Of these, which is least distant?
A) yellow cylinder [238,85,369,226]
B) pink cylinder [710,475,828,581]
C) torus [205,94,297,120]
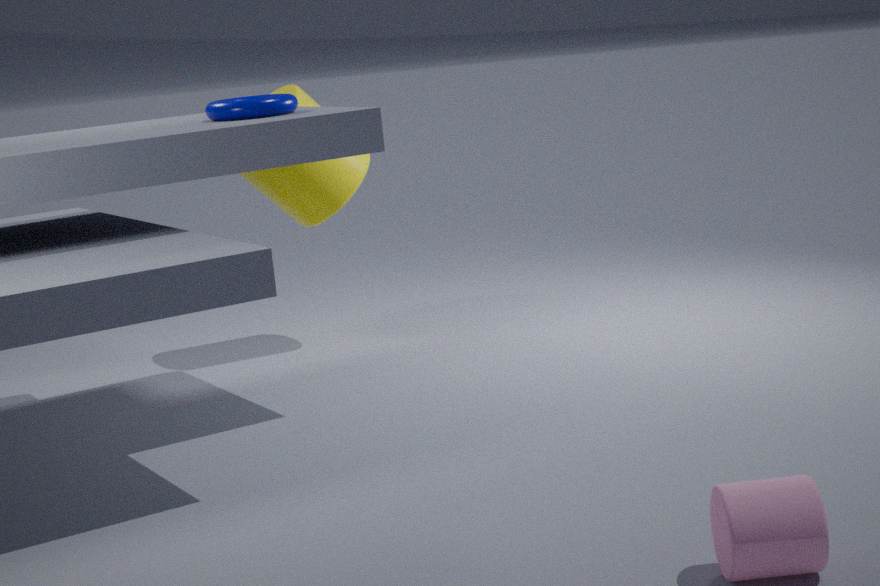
pink cylinder [710,475,828,581]
